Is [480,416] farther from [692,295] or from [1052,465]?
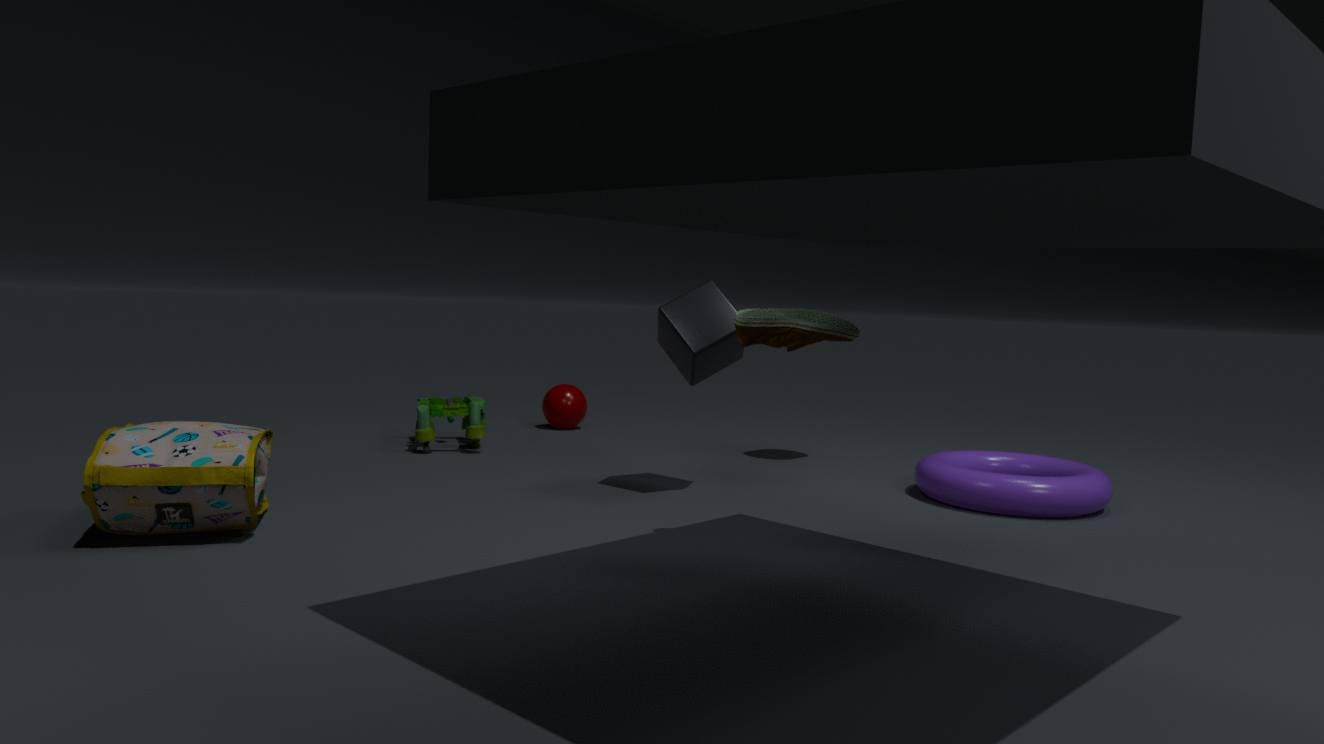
[1052,465]
